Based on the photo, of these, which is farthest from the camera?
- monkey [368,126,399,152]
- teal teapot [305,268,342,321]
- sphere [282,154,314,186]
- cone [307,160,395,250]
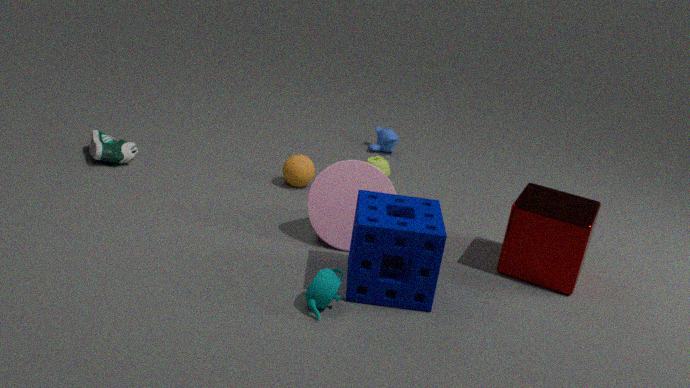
monkey [368,126,399,152]
